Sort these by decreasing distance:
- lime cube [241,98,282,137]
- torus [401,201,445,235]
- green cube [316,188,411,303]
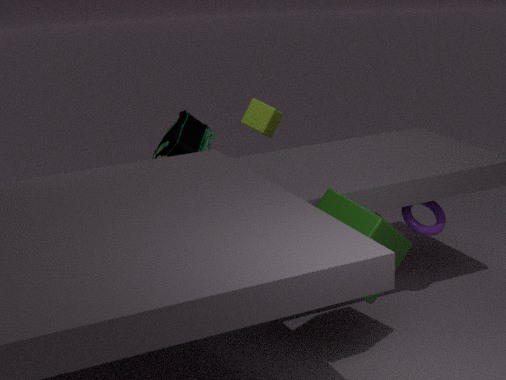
lime cube [241,98,282,137], torus [401,201,445,235], green cube [316,188,411,303]
